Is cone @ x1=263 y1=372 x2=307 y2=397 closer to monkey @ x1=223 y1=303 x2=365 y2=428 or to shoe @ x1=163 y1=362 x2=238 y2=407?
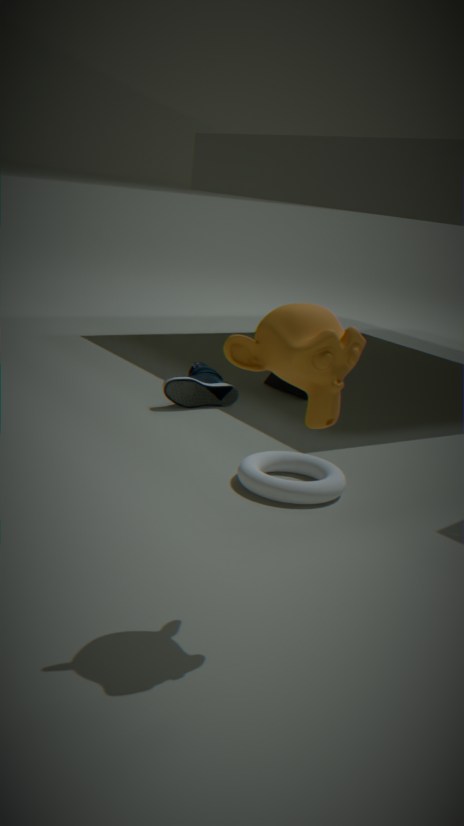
shoe @ x1=163 y1=362 x2=238 y2=407
